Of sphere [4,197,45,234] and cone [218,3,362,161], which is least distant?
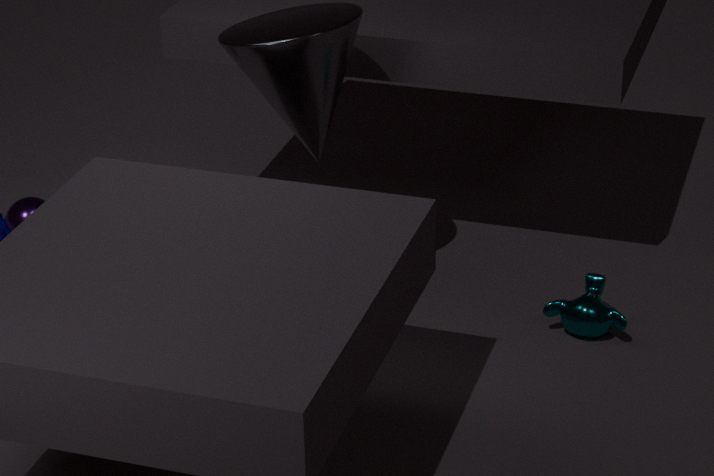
cone [218,3,362,161]
